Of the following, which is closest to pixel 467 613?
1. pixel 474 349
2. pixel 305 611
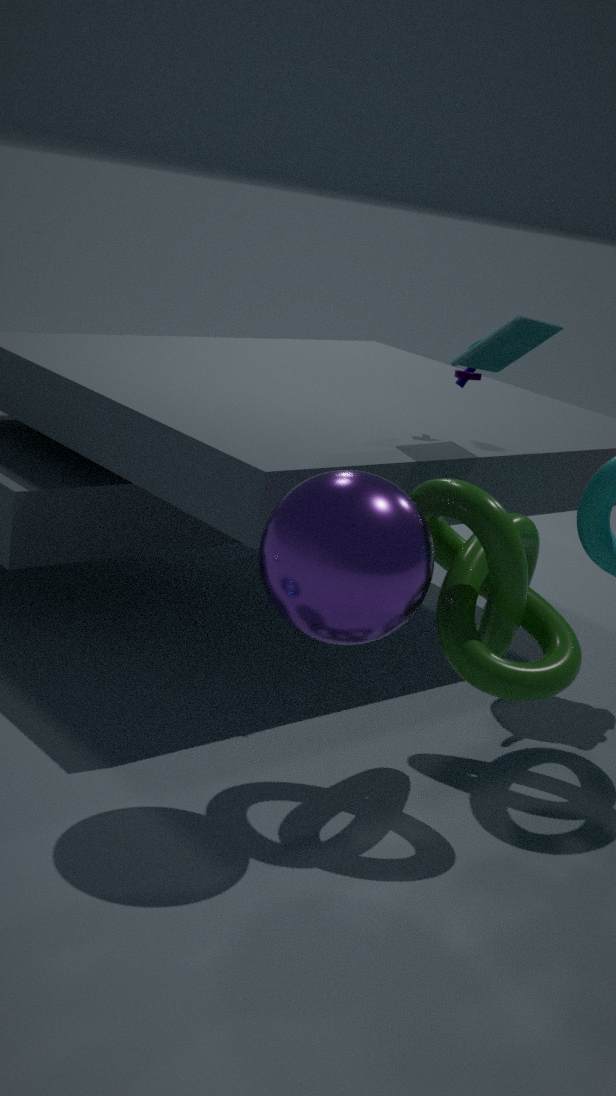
pixel 305 611
